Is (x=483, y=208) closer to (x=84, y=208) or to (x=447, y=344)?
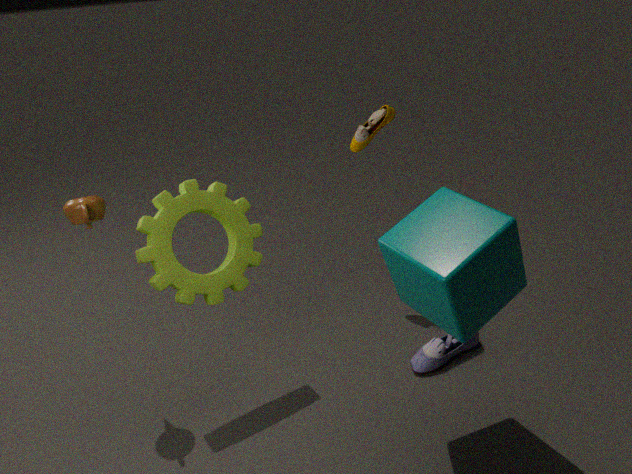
(x=447, y=344)
